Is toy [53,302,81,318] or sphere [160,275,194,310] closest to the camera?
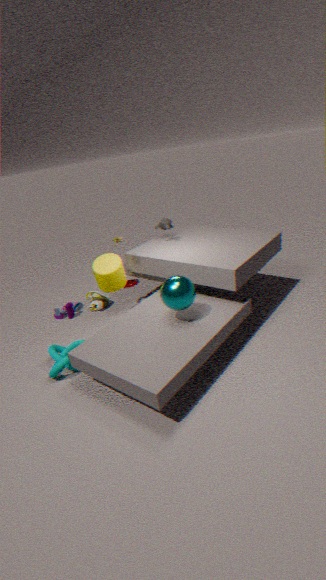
sphere [160,275,194,310]
